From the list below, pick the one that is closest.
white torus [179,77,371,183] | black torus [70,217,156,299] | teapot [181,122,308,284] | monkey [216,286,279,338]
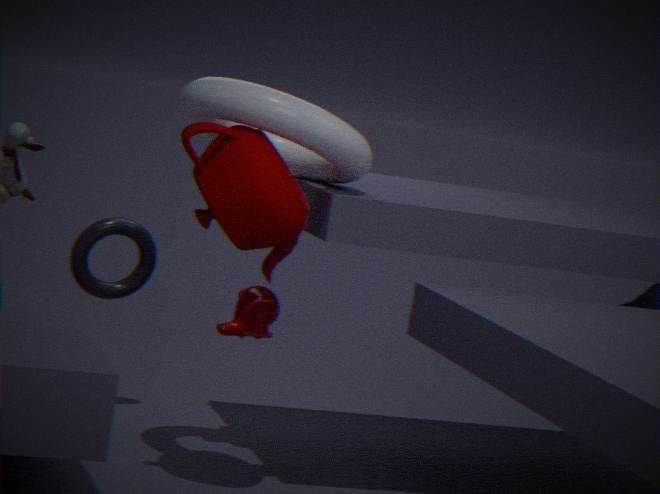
teapot [181,122,308,284]
